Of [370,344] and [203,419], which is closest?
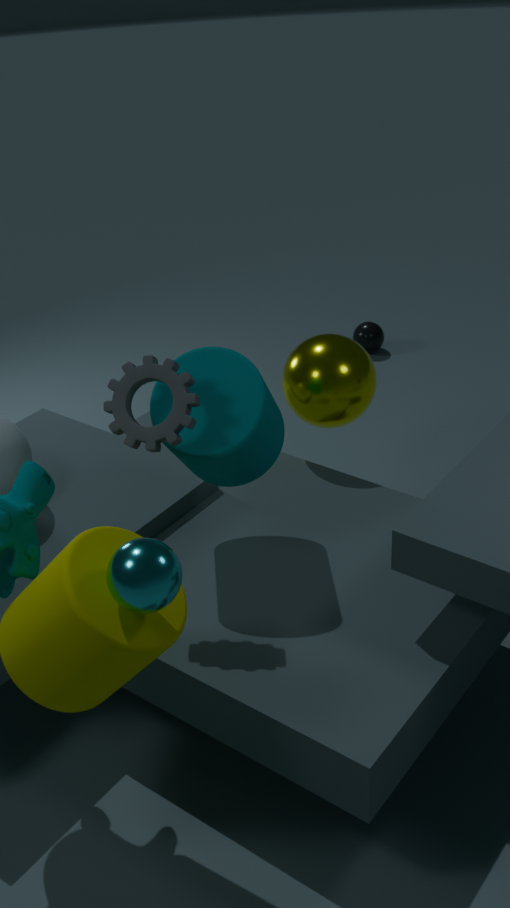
[203,419]
